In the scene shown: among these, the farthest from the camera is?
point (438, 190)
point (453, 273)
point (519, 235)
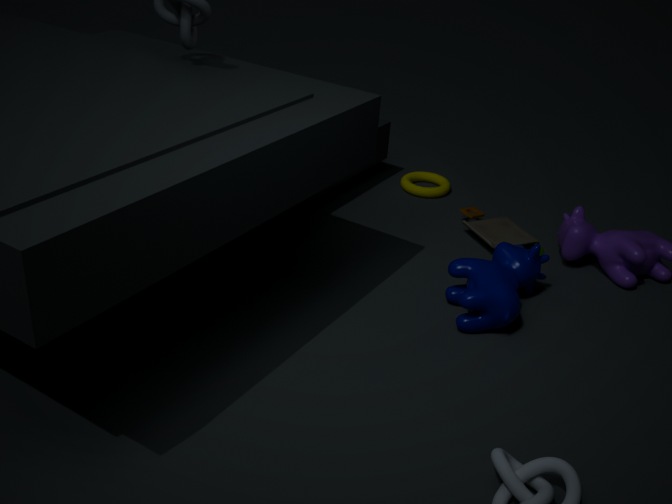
point (438, 190)
